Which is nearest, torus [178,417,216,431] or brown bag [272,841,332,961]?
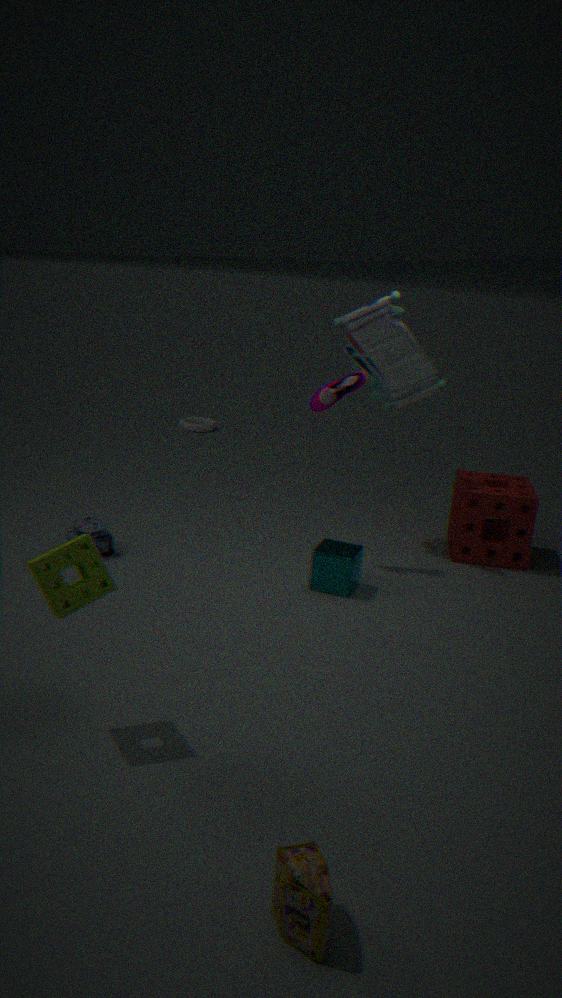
brown bag [272,841,332,961]
